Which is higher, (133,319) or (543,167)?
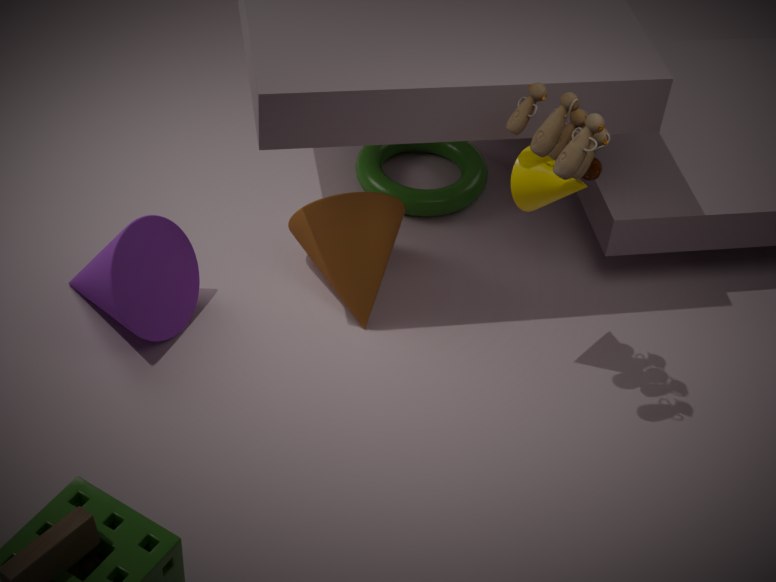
(543,167)
